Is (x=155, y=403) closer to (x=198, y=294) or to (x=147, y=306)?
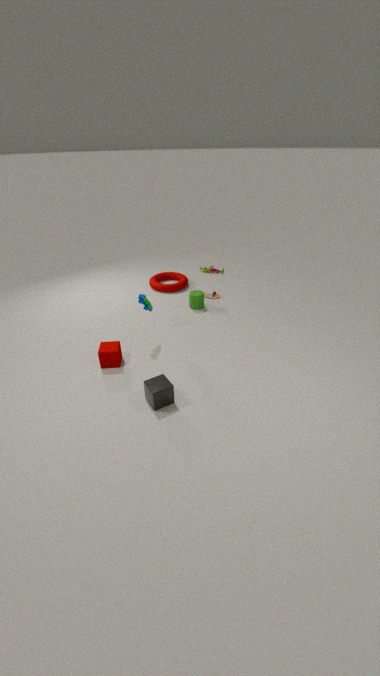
(x=147, y=306)
